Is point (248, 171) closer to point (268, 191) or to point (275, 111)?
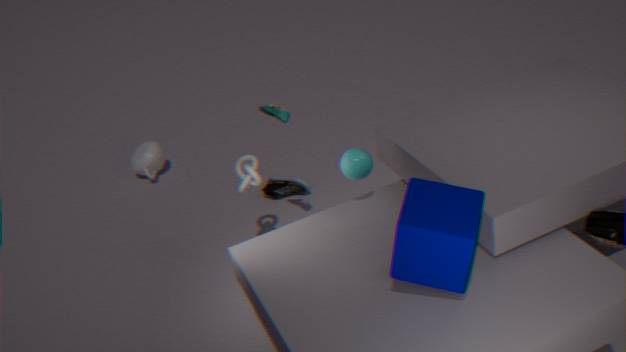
point (275, 111)
